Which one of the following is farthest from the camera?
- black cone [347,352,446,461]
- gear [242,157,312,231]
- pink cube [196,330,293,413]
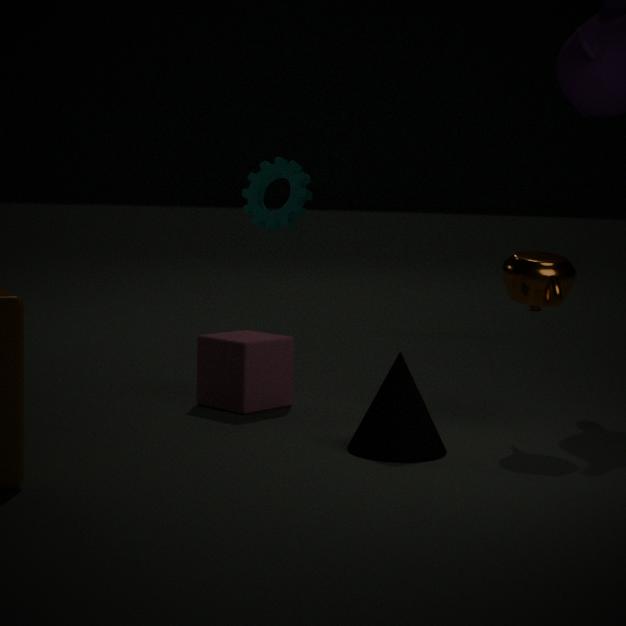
gear [242,157,312,231]
